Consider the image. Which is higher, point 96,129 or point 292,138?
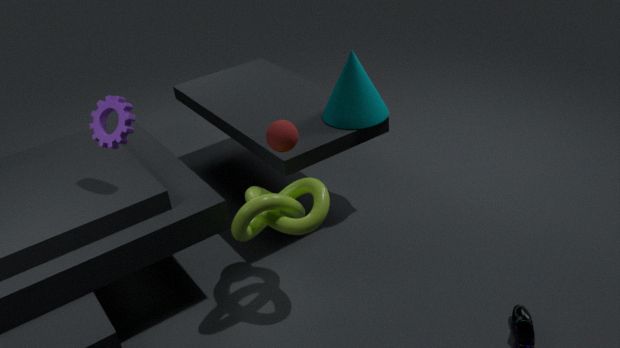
point 96,129
